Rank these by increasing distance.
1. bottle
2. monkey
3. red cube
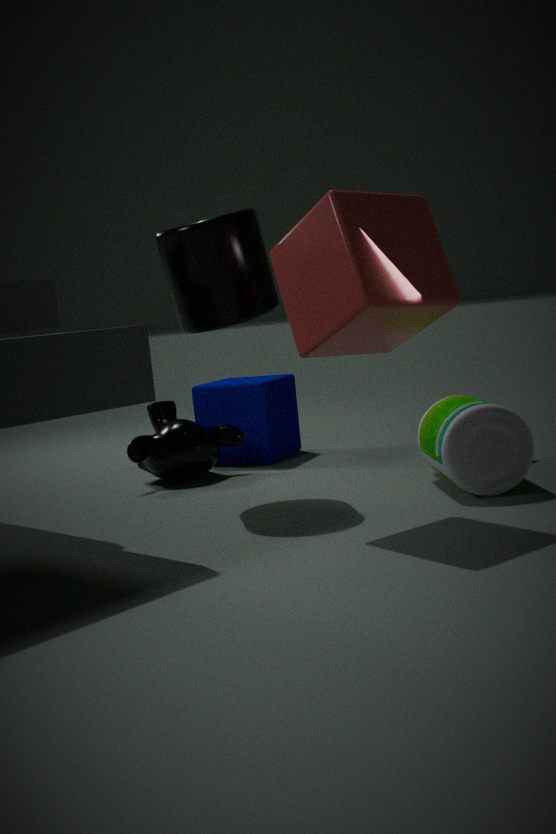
red cube < bottle < monkey
